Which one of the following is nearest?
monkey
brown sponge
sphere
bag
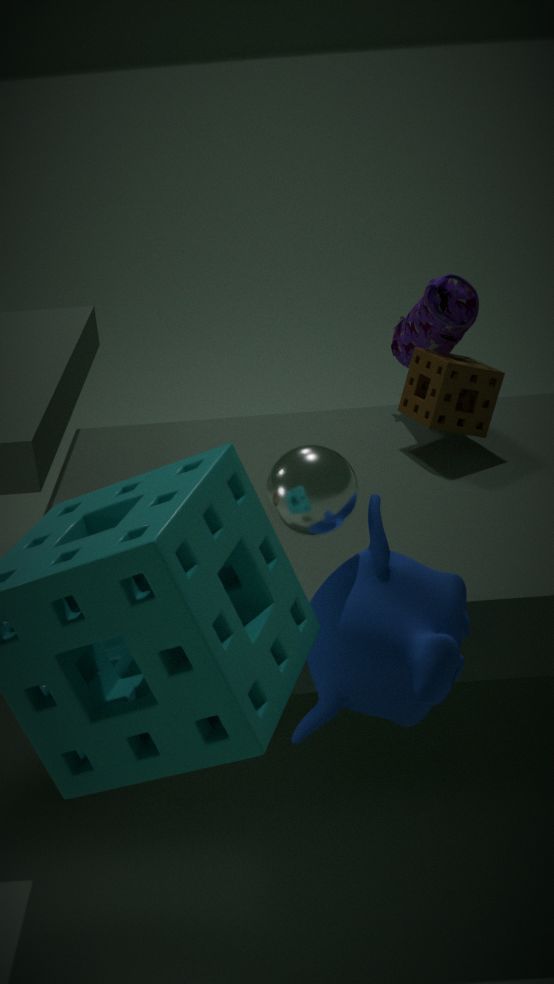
monkey
